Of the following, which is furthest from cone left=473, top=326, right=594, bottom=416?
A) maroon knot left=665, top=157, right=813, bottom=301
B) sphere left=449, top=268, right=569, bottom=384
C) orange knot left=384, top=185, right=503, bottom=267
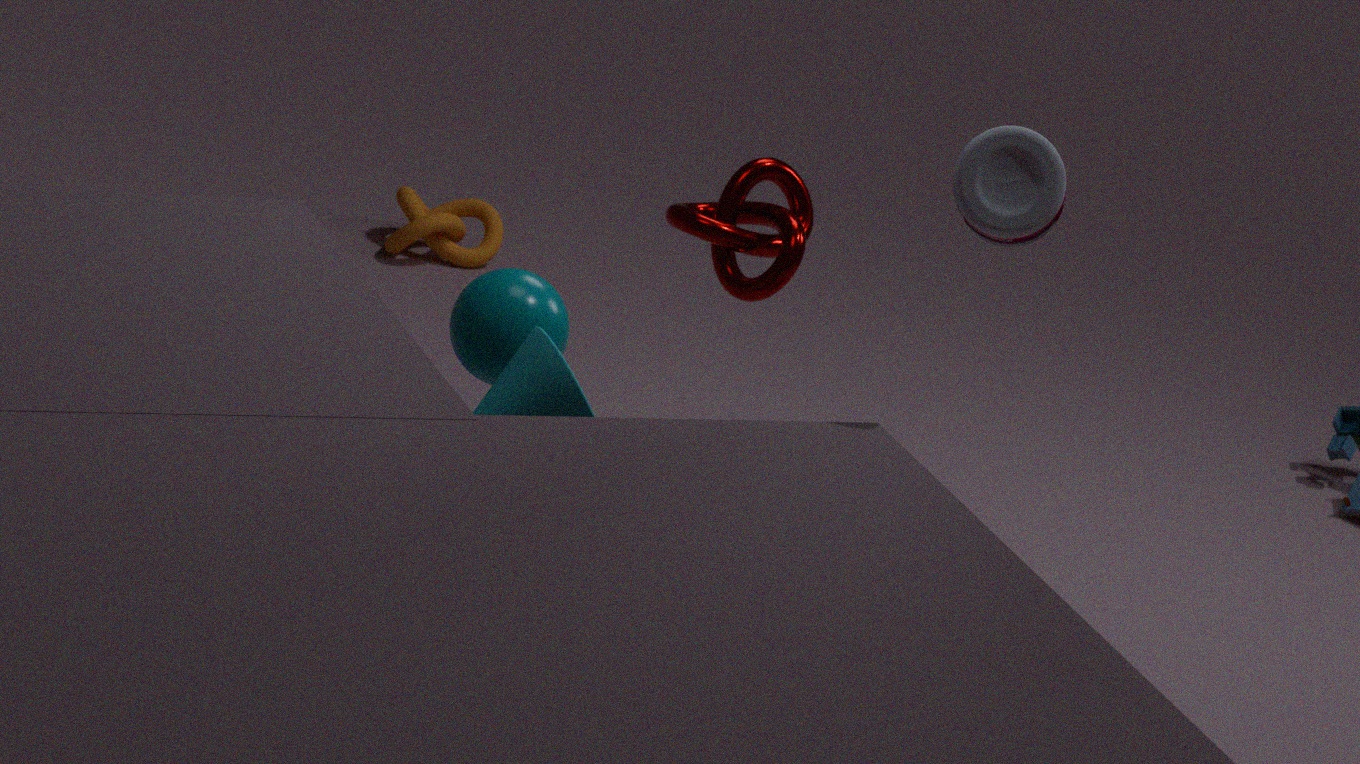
orange knot left=384, top=185, right=503, bottom=267
